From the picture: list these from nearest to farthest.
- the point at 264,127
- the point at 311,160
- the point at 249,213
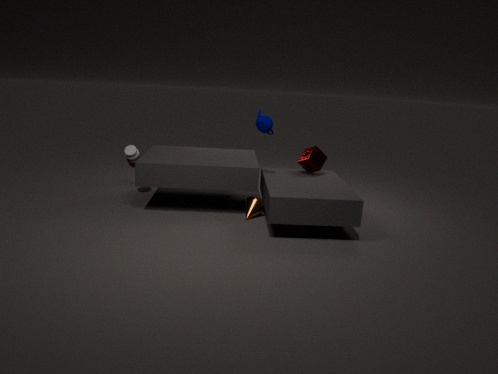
the point at 264,127 < the point at 249,213 < the point at 311,160
